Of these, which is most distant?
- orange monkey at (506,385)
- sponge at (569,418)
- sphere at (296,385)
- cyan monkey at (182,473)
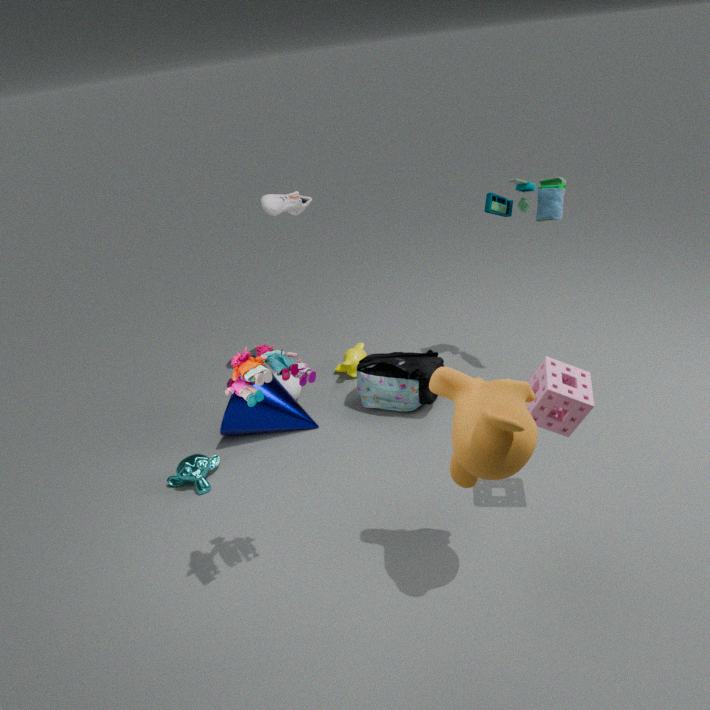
sphere at (296,385)
